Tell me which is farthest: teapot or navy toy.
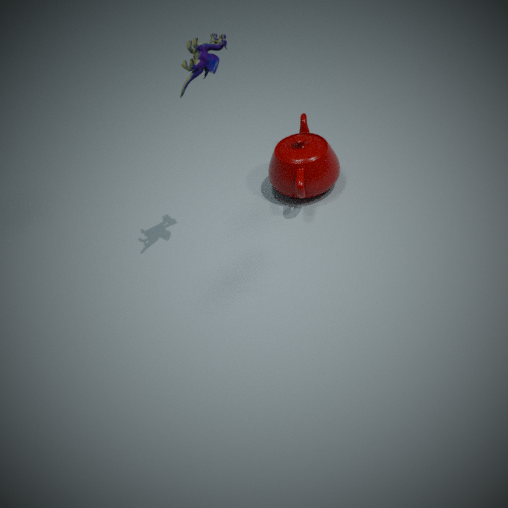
teapot
